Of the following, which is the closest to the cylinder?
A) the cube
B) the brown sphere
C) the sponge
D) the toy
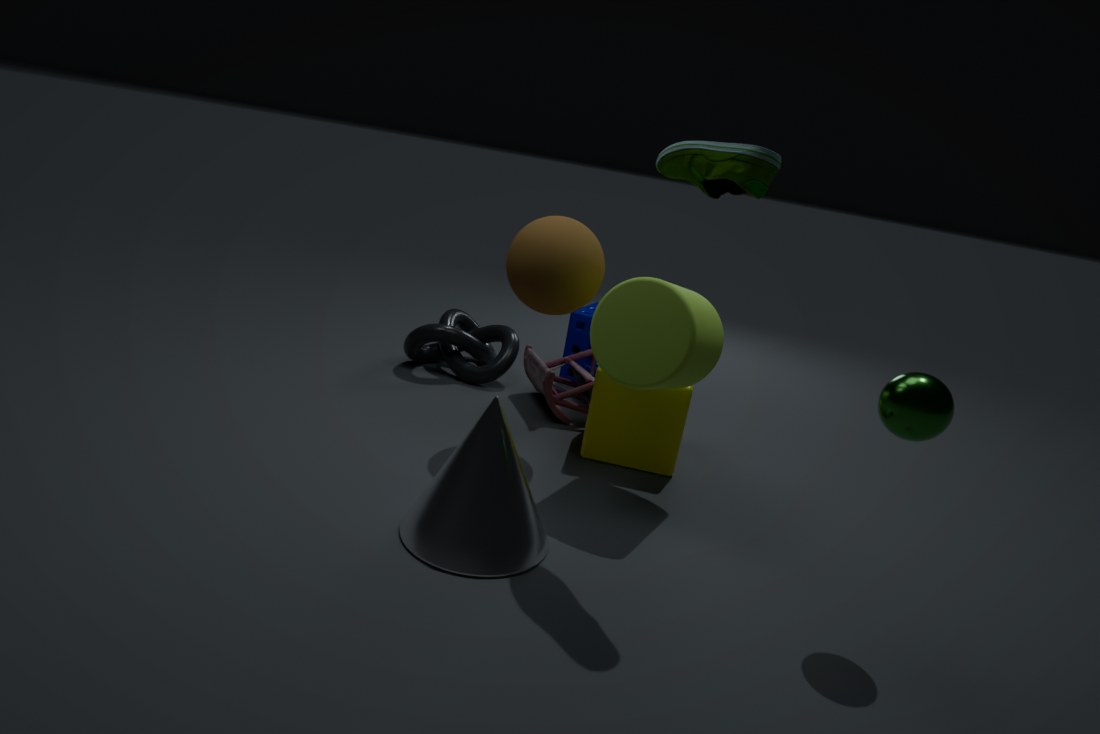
the cube
